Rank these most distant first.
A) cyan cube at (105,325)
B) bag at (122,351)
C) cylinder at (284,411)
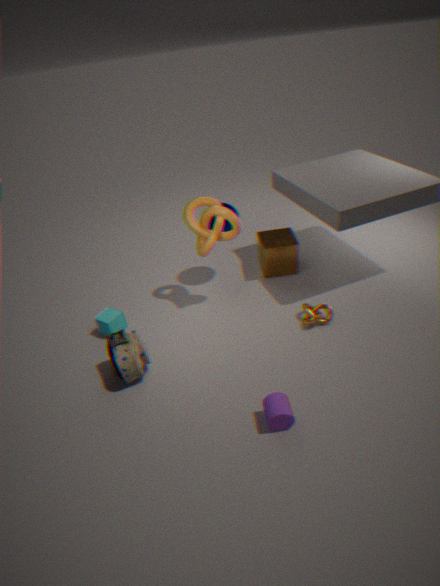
cyan cube at (105,325) < bag at (122,351) < cylinder at (284,411)
